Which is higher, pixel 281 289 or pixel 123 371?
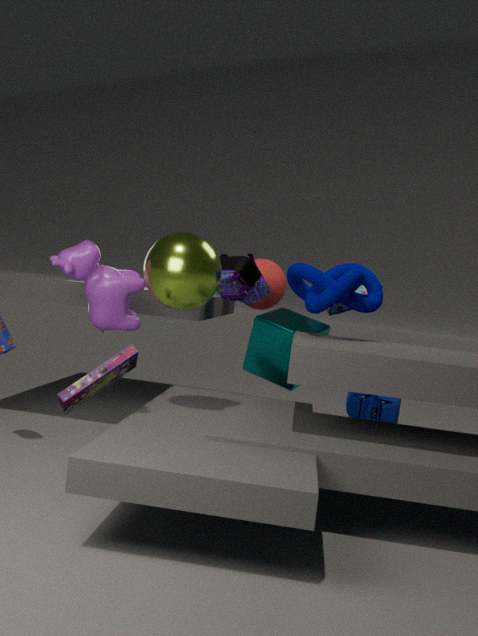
pixel 281 289
